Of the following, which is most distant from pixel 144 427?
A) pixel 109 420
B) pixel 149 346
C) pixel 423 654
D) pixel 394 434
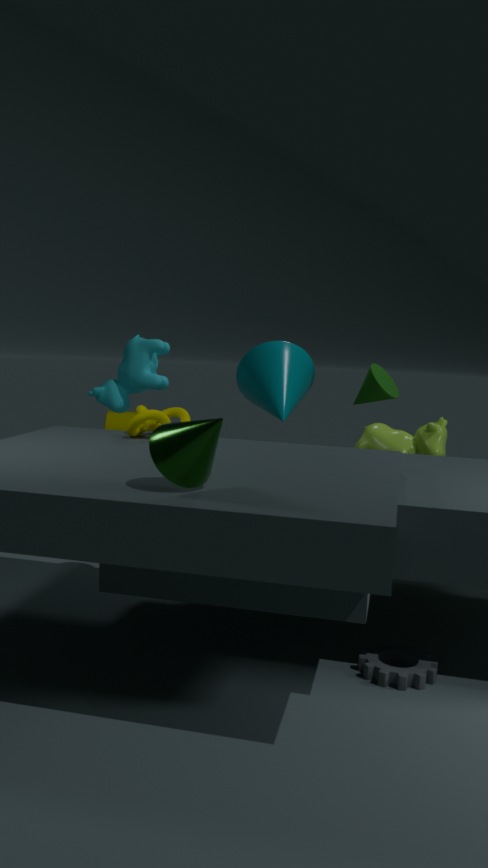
pixel 109 420
